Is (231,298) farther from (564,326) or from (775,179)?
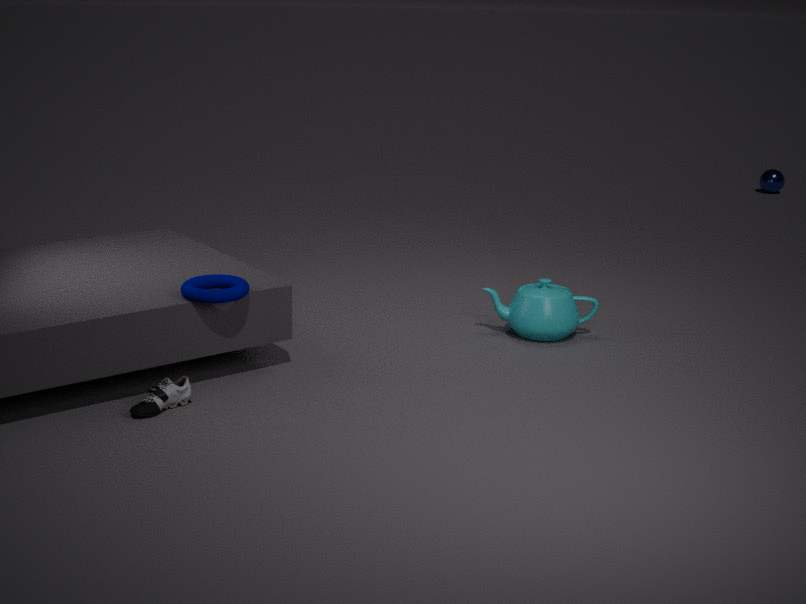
(775,179)
